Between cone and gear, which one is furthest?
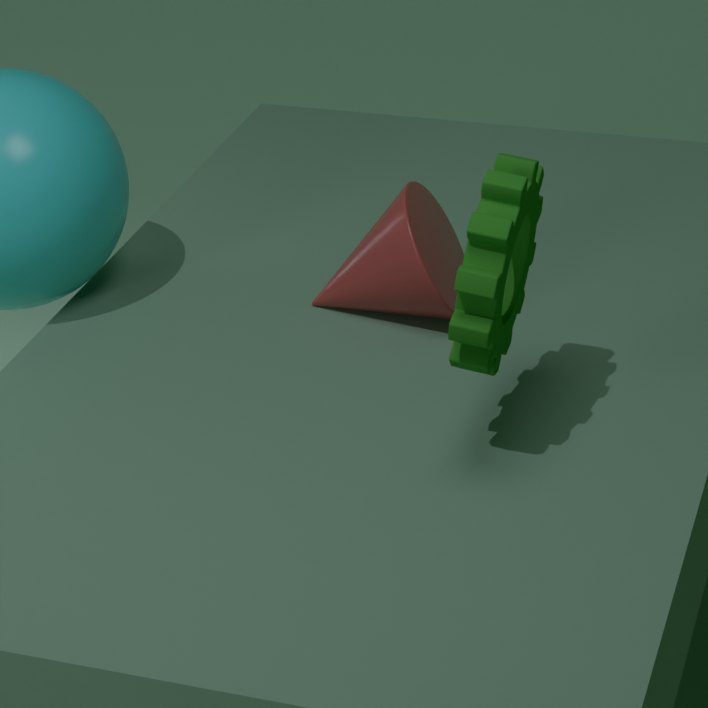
cone
